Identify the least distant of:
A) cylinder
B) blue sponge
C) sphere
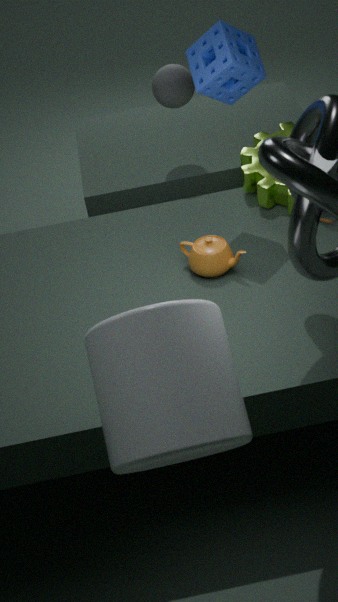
cylinder
